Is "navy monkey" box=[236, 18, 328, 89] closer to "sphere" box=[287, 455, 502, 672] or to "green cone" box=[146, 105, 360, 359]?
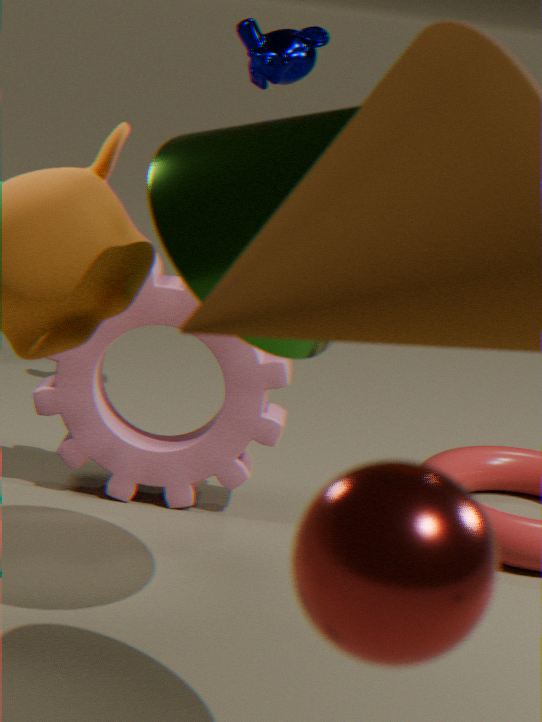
"green cone" box=[146, 105, 360, 359]
